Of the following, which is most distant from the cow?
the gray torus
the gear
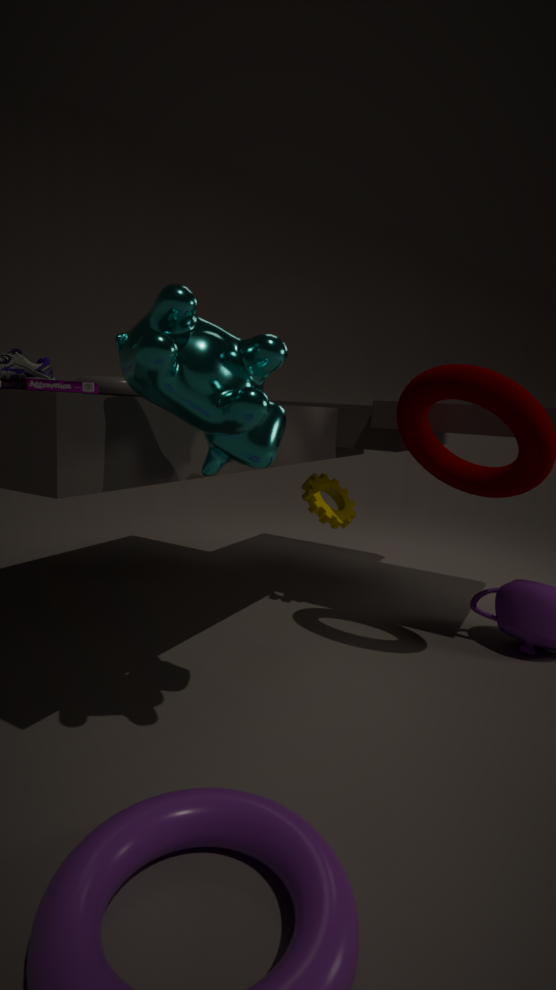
the gear
